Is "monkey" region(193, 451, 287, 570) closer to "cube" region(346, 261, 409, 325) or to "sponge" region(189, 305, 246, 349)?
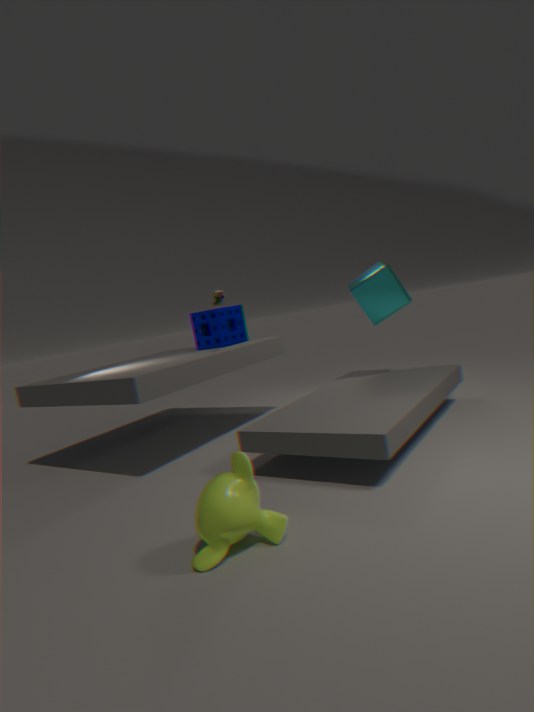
"cube" region(346, 261, 409, 325)
